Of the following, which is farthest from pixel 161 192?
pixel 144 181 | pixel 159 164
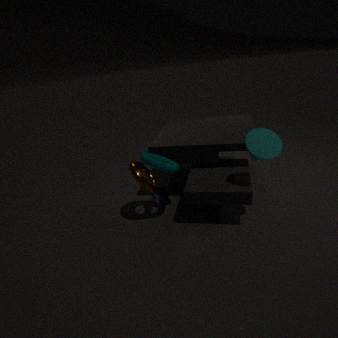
pixel 159 164
